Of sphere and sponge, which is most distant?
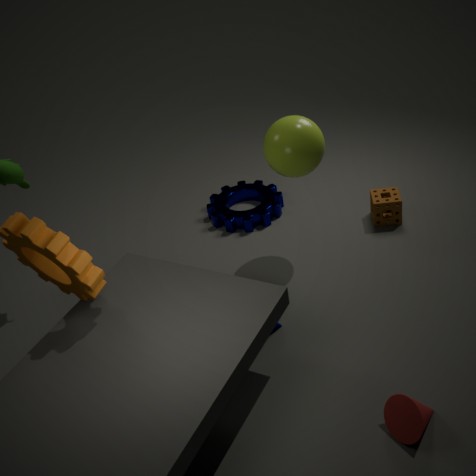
sponge
